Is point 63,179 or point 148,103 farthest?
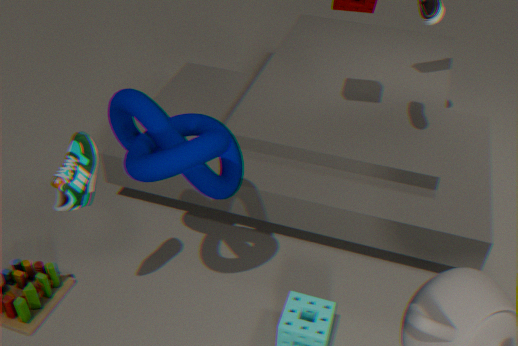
point 148,103
